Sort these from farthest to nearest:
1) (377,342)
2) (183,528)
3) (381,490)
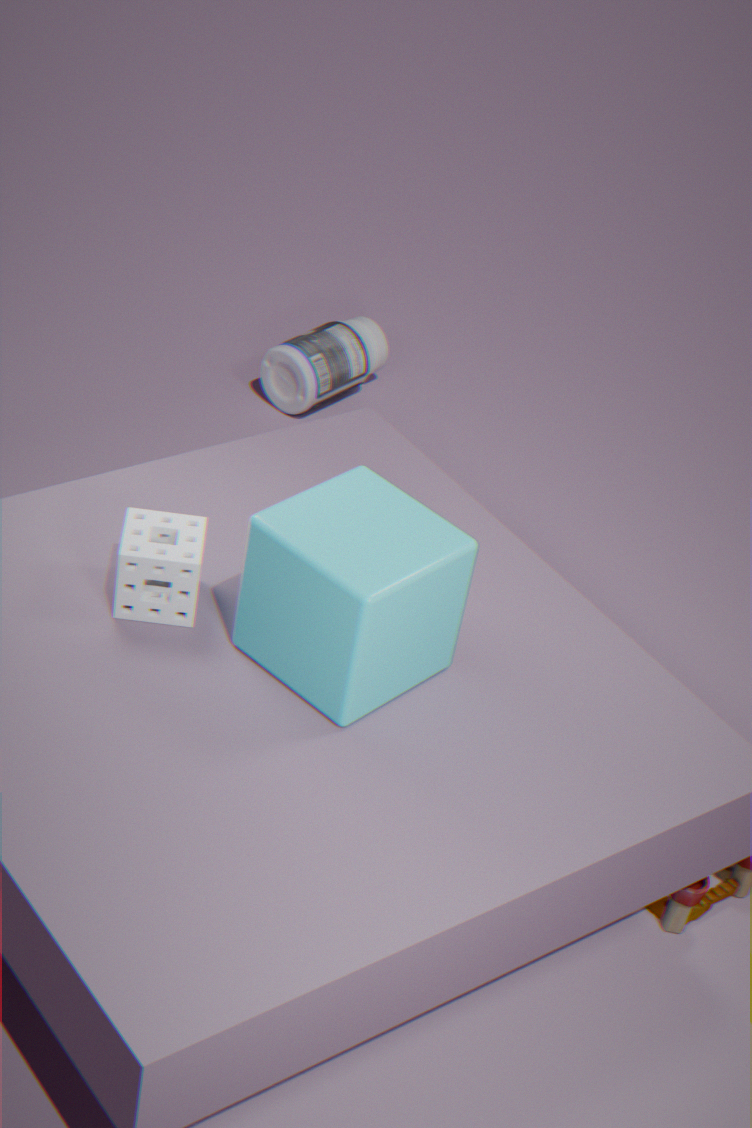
1. (377,342) < 2. (183,528) < 3. (381,490)
